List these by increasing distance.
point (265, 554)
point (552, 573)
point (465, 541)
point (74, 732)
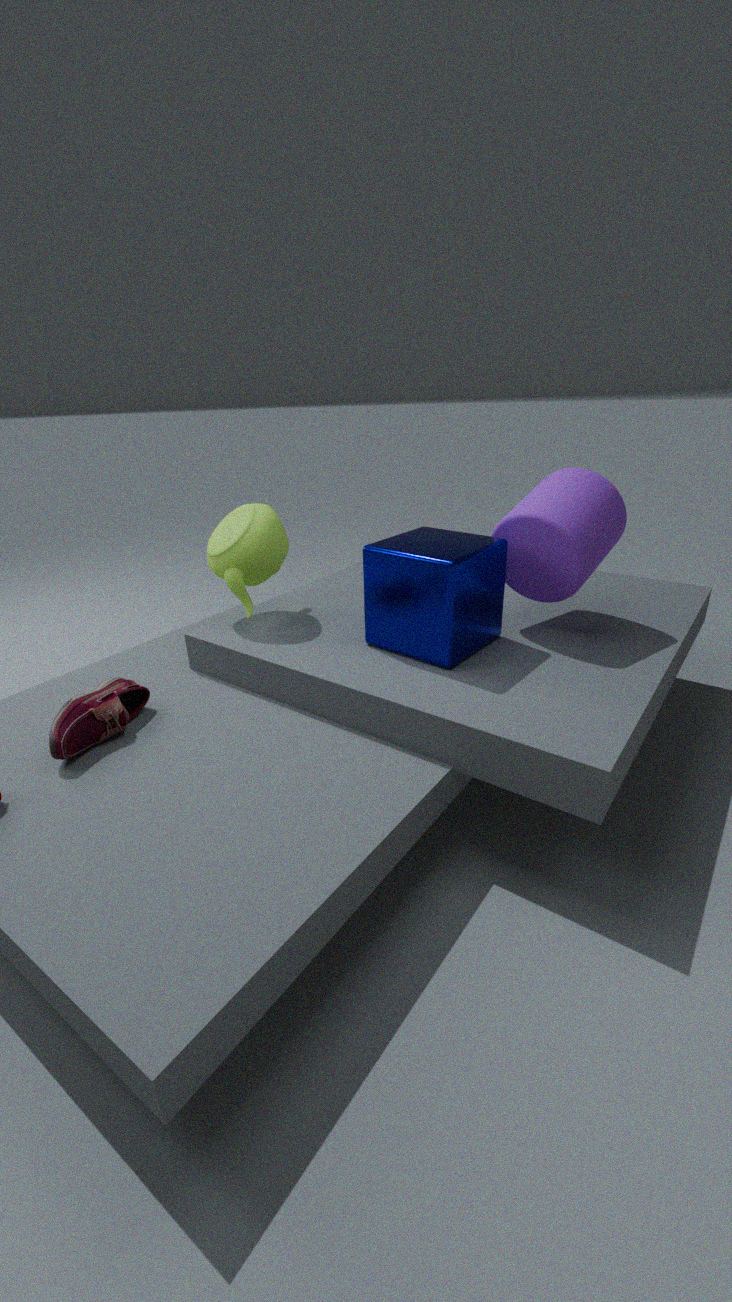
point (74, 732) → point (465, 541) → point (552, 573) → point (265, 554)
